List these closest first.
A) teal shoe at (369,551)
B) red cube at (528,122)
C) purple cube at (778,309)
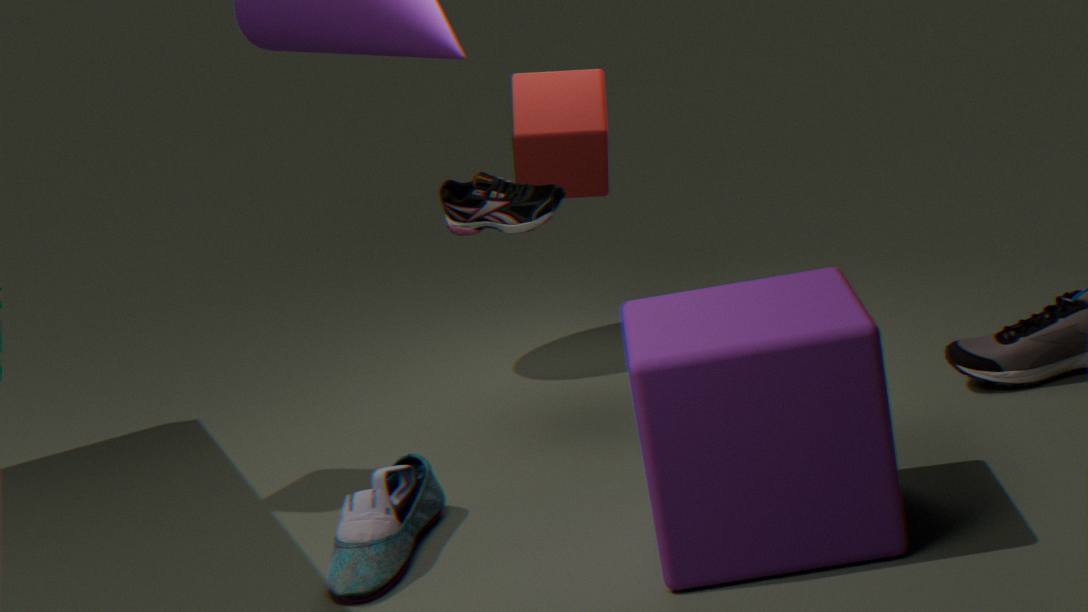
purple cube at (778,309) → teal shoe at (369,551) → red cube at (528,122)
